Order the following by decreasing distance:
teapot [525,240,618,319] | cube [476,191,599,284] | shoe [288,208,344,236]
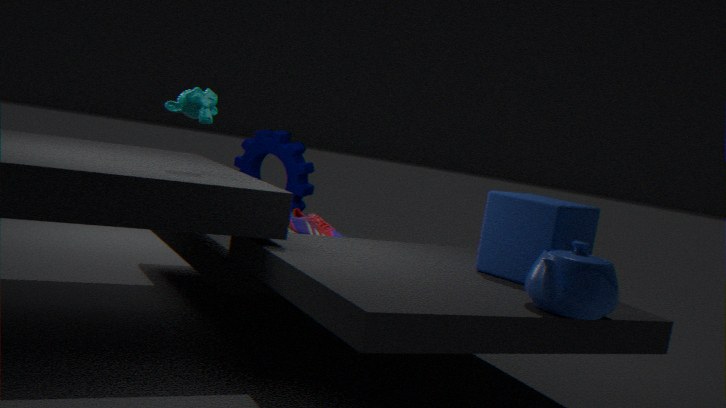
1. shoe [288,208,344,236]
2. cube [476,191,599,284]
3. teapot [525,240,618,319]
